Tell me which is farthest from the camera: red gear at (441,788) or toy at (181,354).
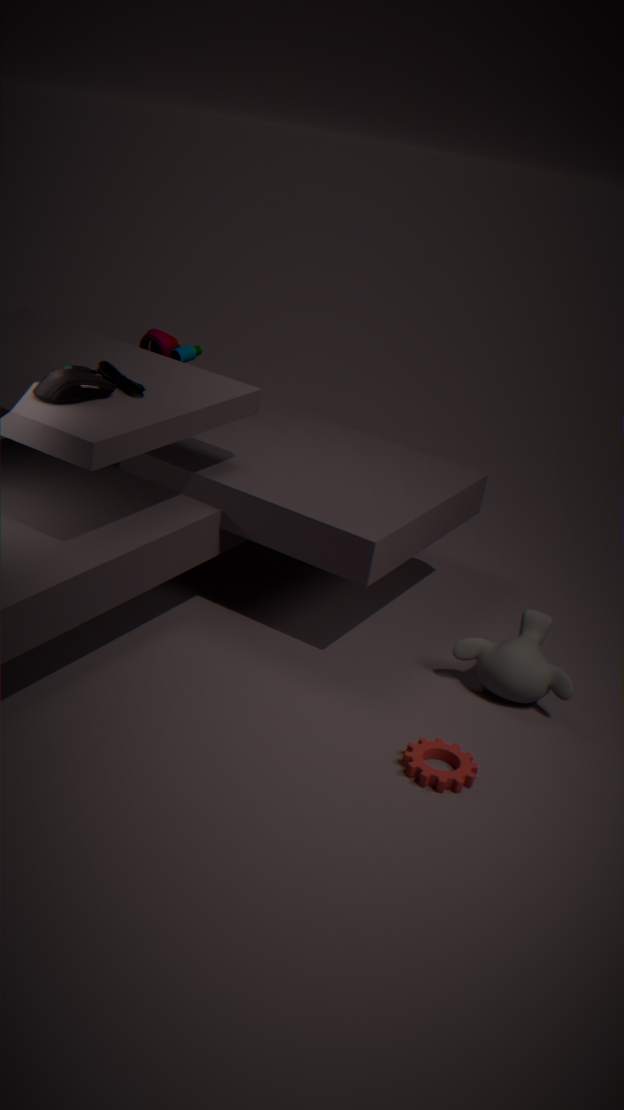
toy at (181,354)
